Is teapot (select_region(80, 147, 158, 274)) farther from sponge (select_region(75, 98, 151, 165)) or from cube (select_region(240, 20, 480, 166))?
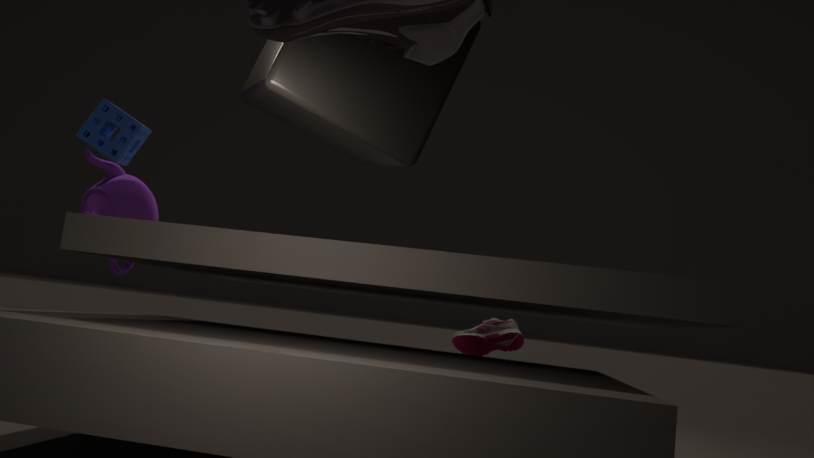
cube (select_region(240, 20, 480, 166))
